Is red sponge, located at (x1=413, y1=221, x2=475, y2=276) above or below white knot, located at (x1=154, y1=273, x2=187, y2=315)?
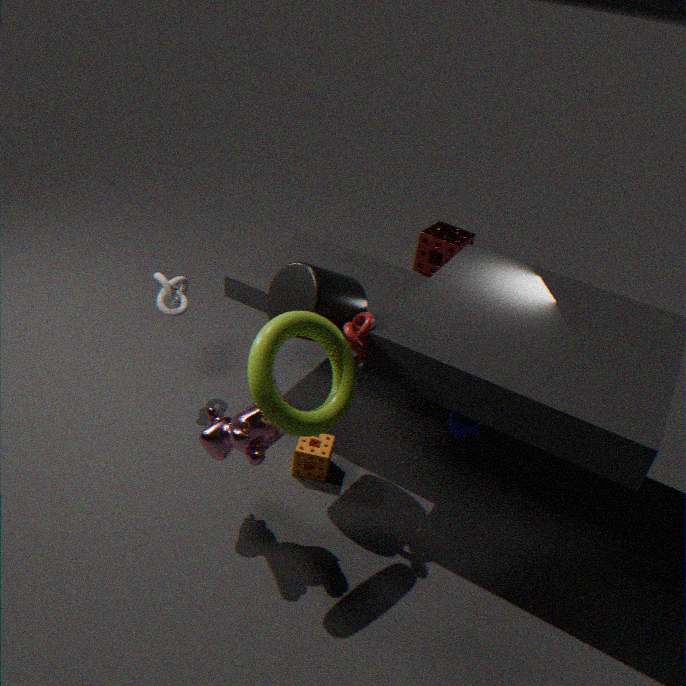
below
